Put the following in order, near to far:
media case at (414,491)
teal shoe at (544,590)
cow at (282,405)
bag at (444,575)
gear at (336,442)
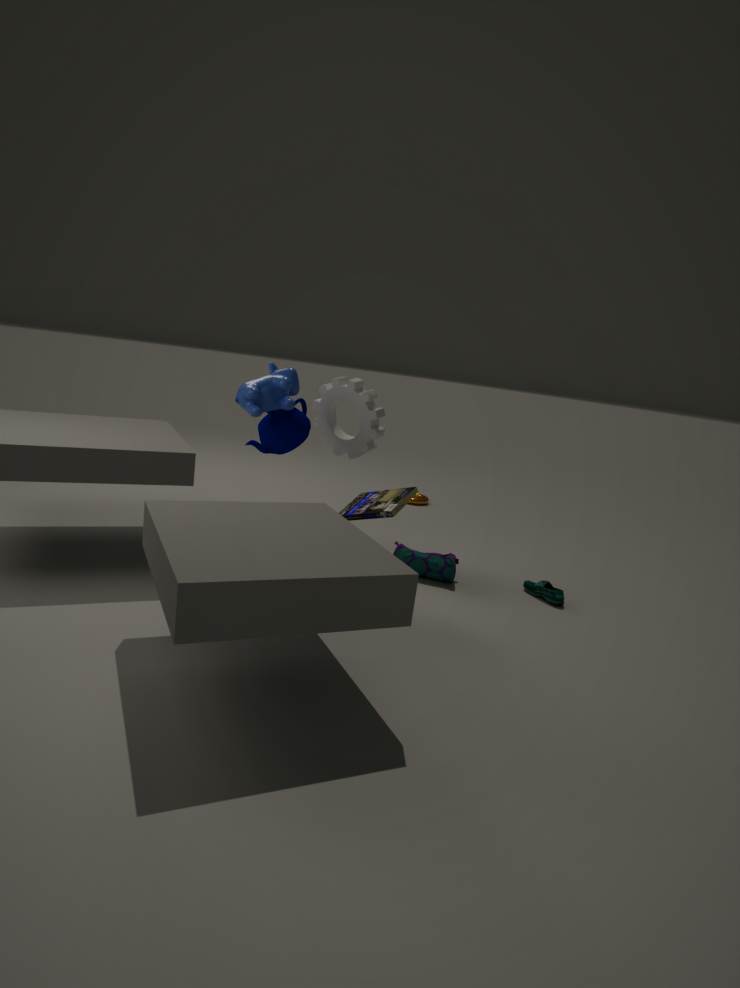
media case at (414,491) < teal shoe at (544,590) < bag at (444,575) < cow at (282,405) < gear at (336,442)
